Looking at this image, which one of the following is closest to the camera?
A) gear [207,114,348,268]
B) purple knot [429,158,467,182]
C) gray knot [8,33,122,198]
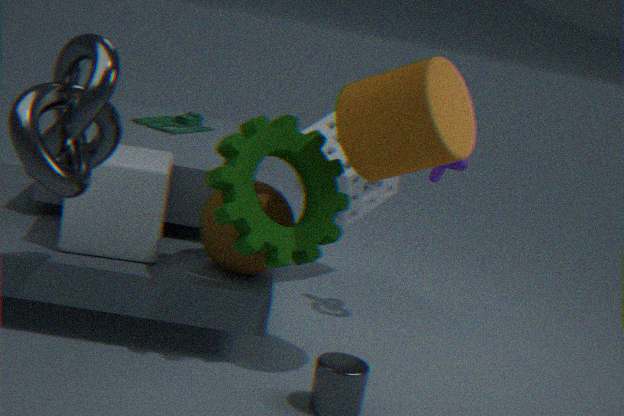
gray knot [8,33,122,198]
